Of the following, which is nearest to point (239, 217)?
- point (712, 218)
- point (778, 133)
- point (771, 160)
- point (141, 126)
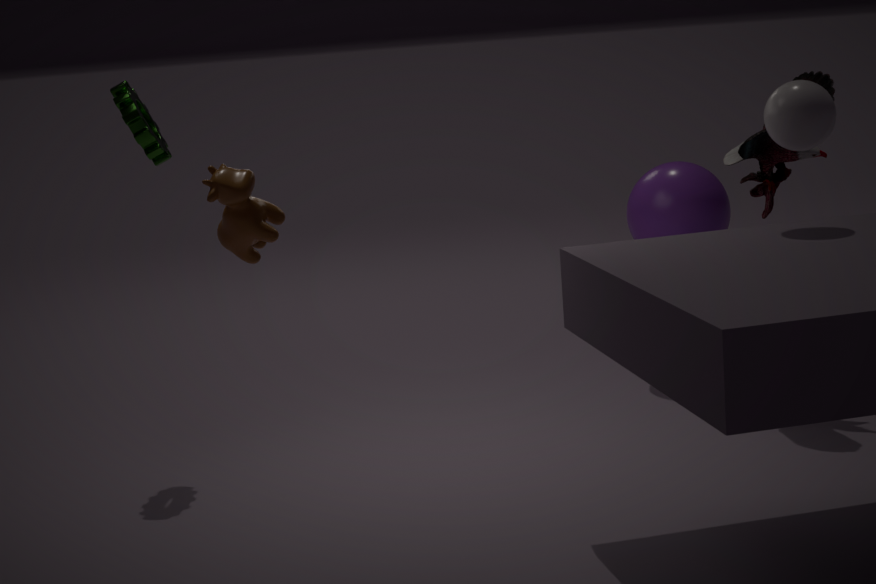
point (141, 126)
